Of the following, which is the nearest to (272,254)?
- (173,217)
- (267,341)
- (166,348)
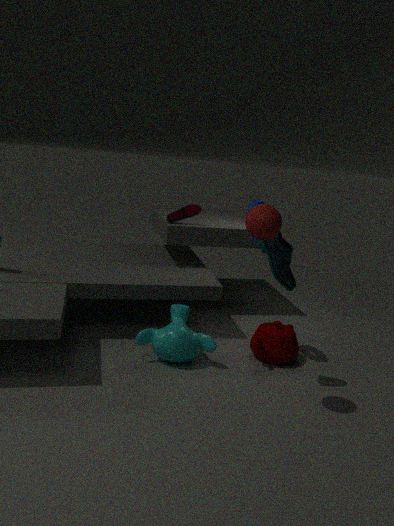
(267,341)
